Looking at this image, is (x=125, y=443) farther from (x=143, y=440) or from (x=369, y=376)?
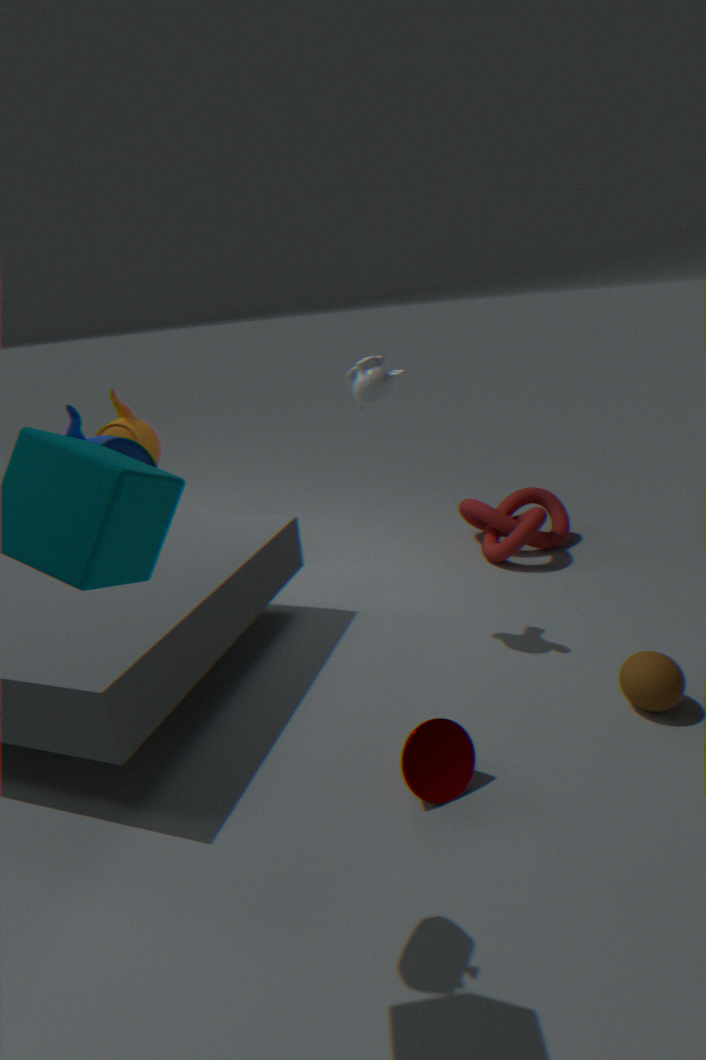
(x=143, y=440)
